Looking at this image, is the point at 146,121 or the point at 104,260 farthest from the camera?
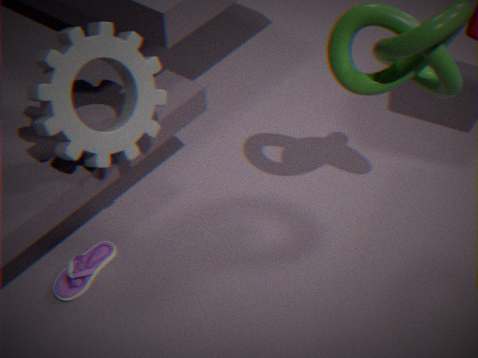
the point at 104,260
